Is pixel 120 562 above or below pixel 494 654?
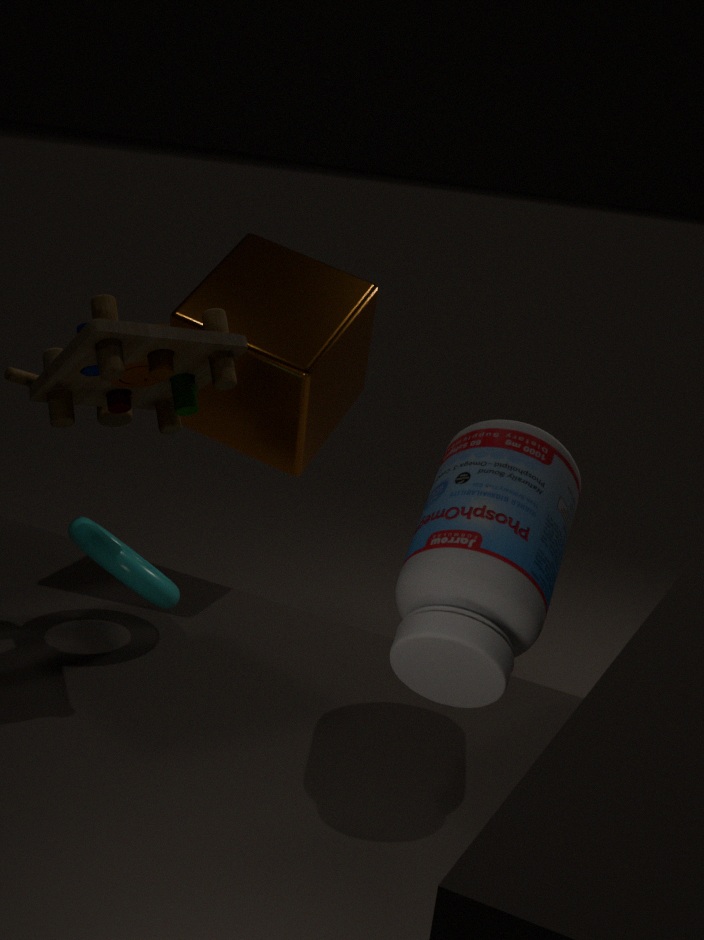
below
